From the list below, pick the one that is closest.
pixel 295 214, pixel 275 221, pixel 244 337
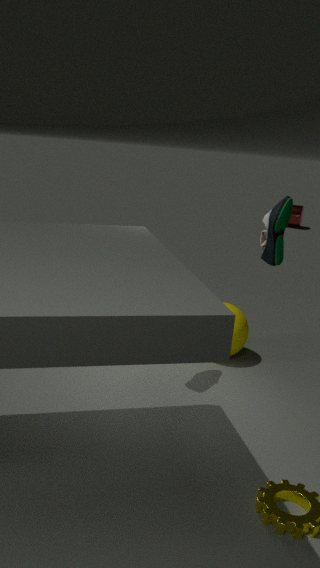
pixel 275 221
